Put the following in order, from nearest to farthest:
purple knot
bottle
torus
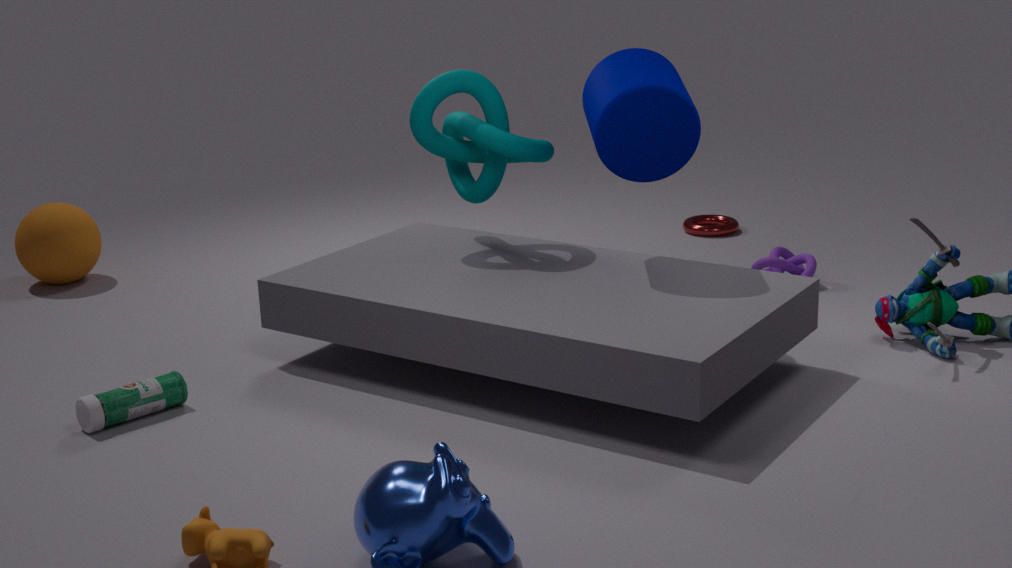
bottle < purple knot < torus
